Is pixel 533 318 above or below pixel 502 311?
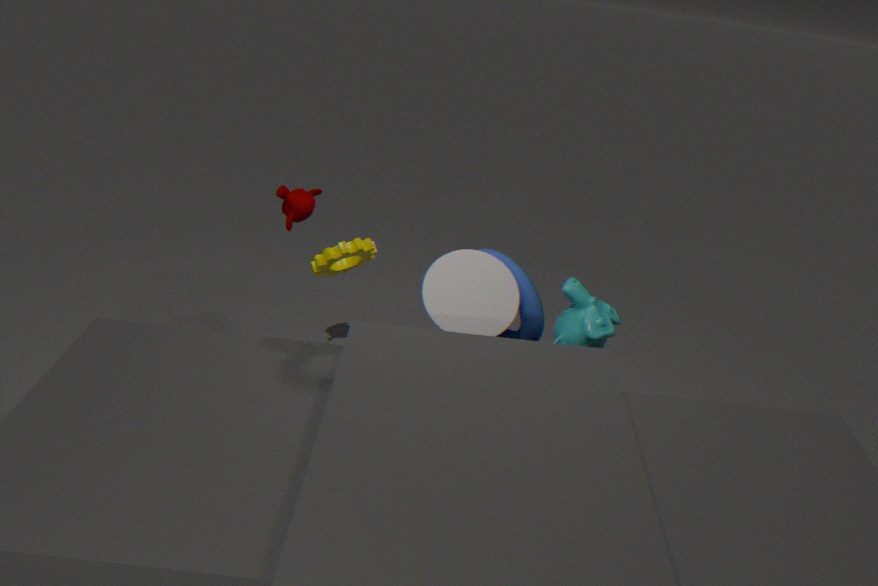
below
